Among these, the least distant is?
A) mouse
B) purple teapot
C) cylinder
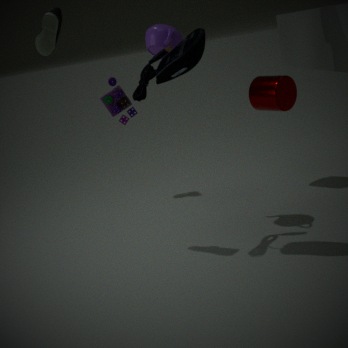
mouse
